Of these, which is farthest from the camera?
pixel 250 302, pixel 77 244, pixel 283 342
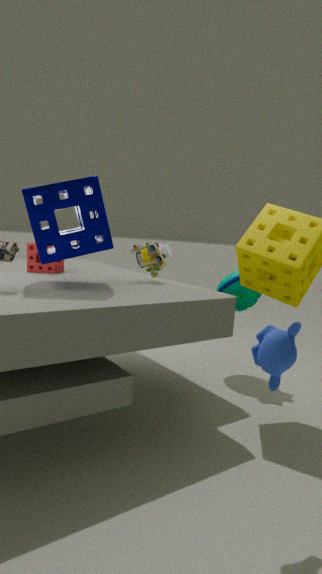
pixel 250 302
